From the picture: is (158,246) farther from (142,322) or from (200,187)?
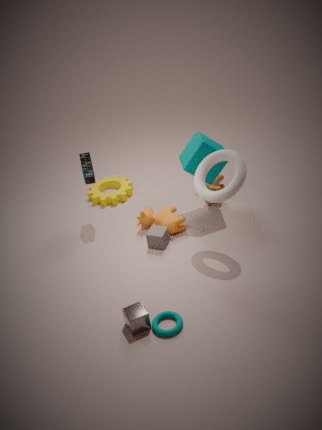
(142,322)
